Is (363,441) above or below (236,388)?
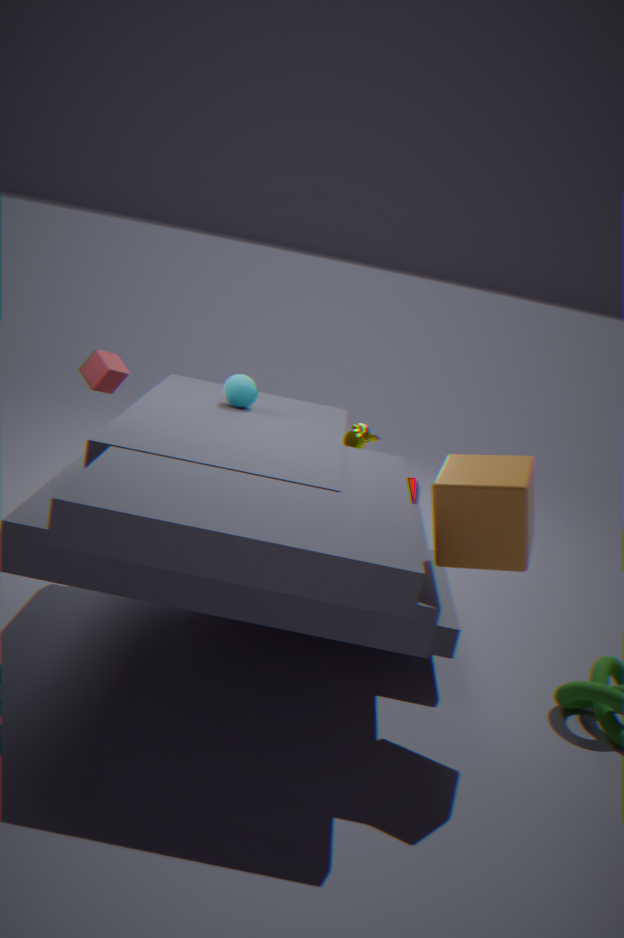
below
